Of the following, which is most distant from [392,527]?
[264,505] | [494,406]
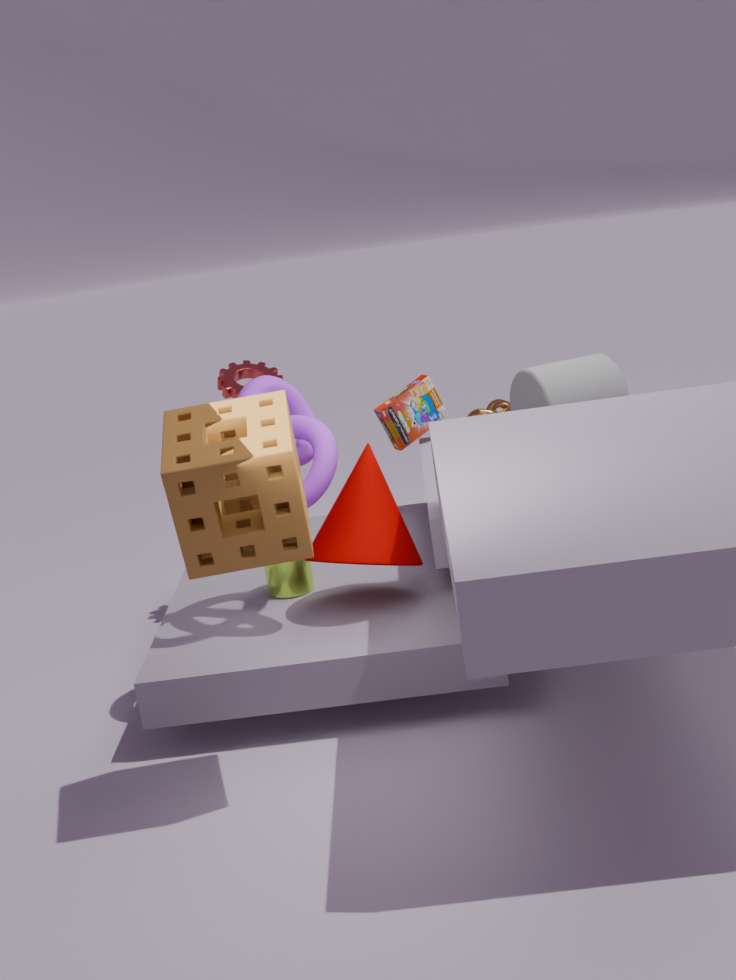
[494,406]
